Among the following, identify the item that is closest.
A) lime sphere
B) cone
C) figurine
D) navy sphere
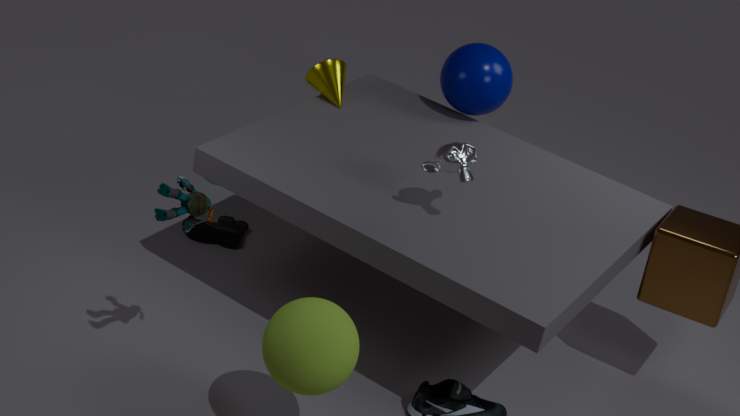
lime sphere
